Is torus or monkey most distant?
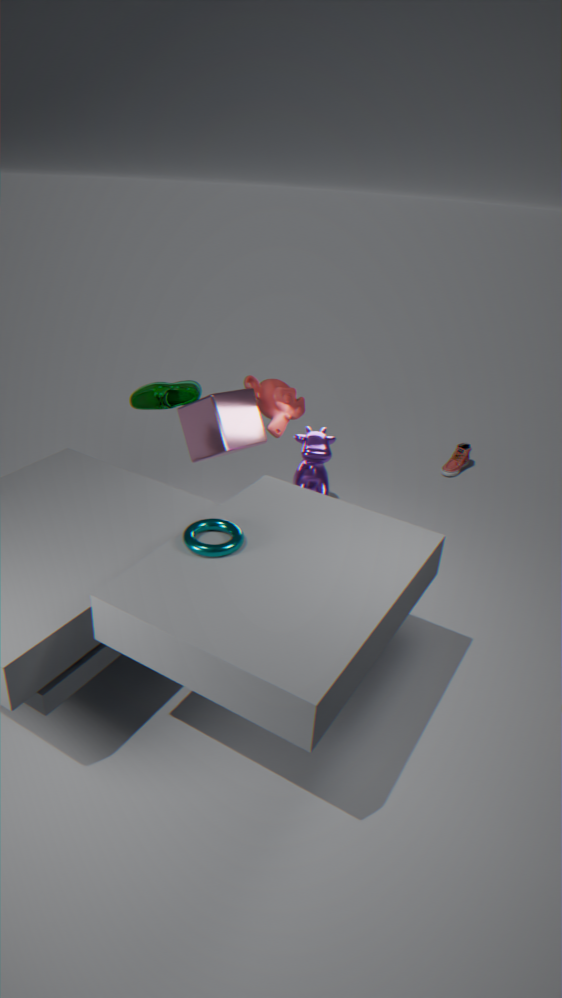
monkey
